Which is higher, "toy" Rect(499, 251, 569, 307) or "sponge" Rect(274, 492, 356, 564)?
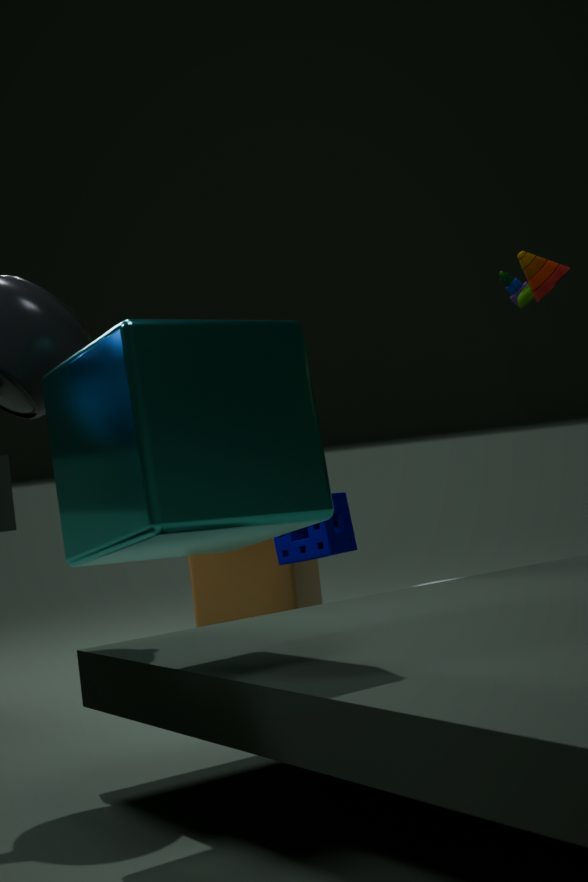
"toy" Rect(499, 251, 569, 307)
